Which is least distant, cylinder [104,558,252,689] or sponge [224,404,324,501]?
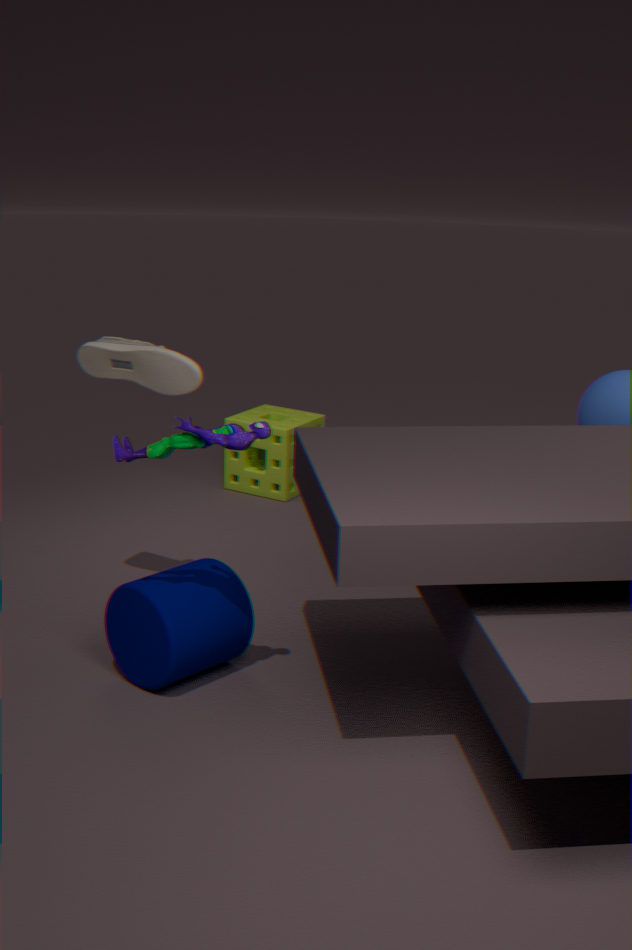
cylinder [104,558,252,689]
